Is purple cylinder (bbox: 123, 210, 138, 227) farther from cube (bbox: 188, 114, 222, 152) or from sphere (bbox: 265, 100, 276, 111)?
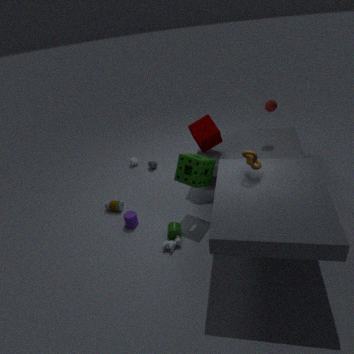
sphere (bbox: 265, 100, 276, 111)
